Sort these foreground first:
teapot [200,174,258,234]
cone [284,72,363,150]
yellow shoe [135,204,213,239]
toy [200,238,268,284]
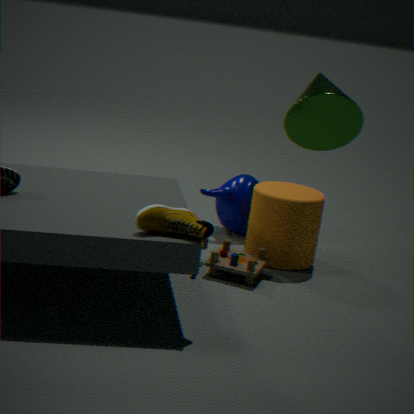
cone [284,72,363,150], yellow shoe [135,204,213,239], toy [200,238,268,284], teapot [200,174,258,234]
